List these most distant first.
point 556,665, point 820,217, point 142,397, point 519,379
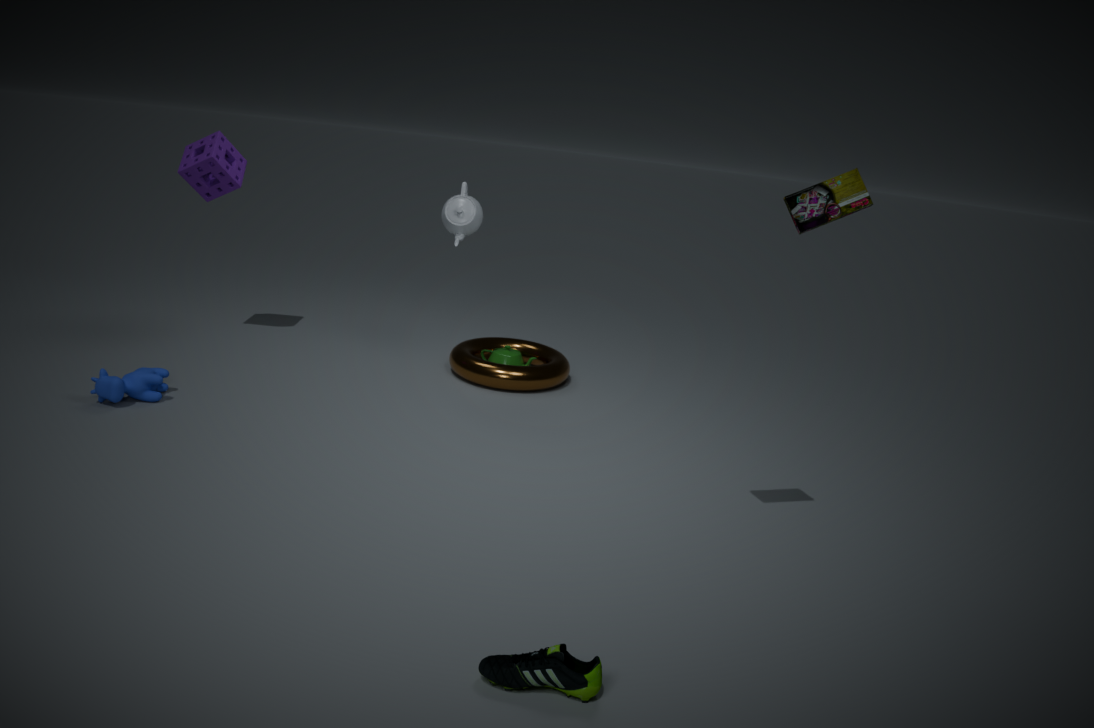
point 519,379 < point 142,397 < point 820,217 < point 556,665
